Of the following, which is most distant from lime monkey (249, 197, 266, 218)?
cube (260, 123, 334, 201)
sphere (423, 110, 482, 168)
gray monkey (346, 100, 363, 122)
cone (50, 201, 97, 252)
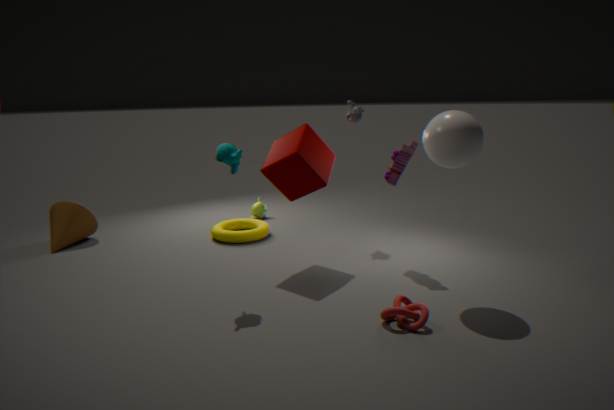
sphere (423, 110, 482, 168)
